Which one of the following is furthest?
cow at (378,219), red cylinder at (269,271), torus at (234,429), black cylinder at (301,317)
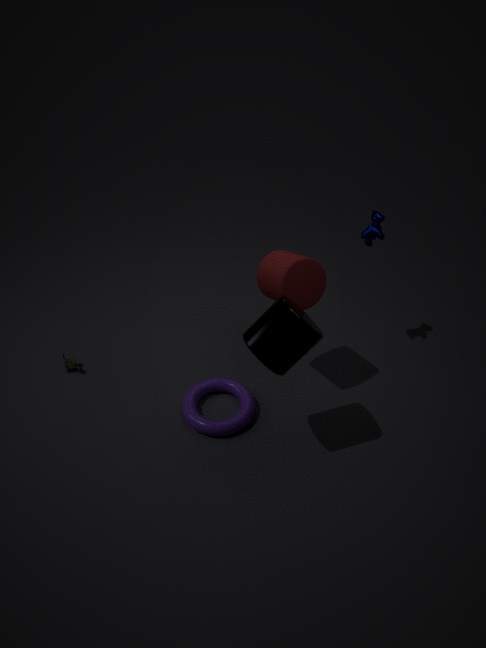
cow at (378,219)
